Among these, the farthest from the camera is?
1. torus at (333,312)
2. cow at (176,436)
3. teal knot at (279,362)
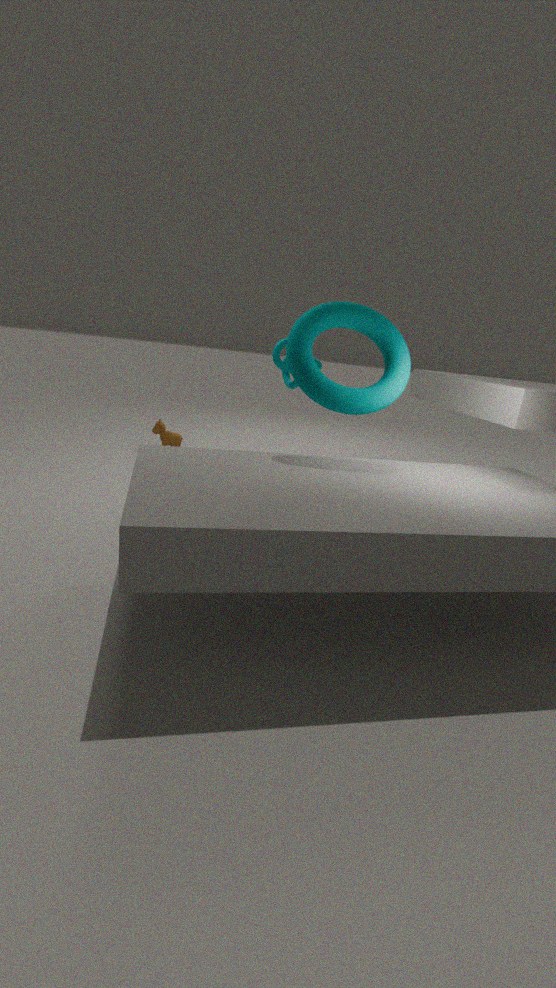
cow at (176,436)
